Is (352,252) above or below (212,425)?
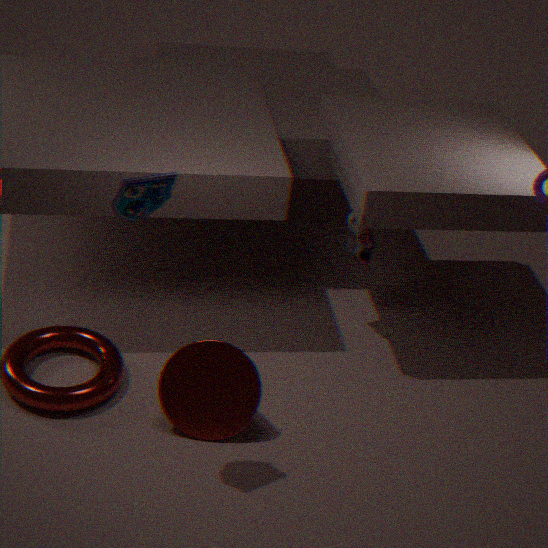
above
